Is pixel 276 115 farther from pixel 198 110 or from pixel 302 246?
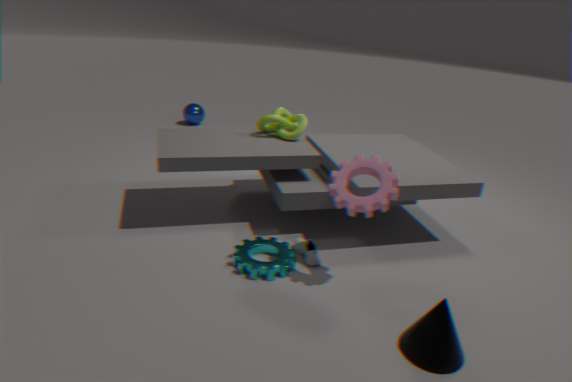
pixel 198 110
